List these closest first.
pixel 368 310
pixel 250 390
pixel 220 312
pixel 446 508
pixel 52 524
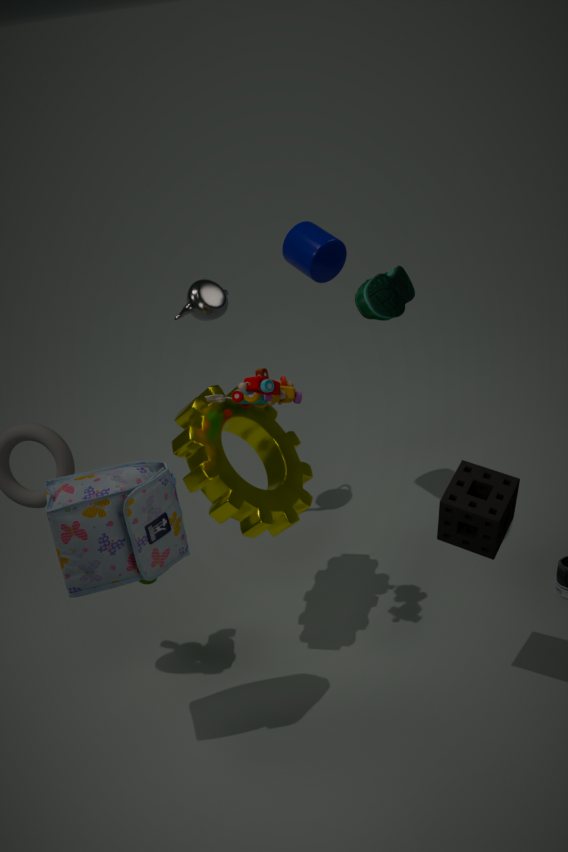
pixel 52 524 < pixel 446 508 < pixel 250 390 < pixel 368 310 < pixel 220 312
